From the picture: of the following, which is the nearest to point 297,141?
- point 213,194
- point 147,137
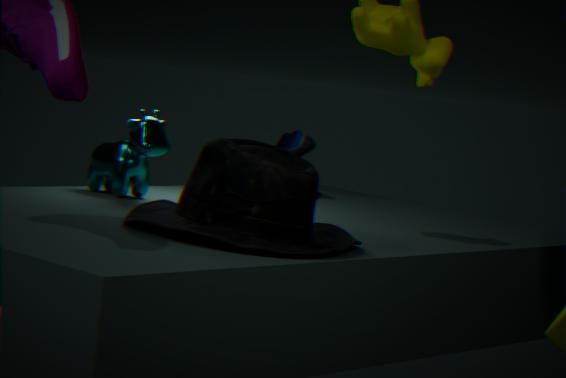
point 147,137
